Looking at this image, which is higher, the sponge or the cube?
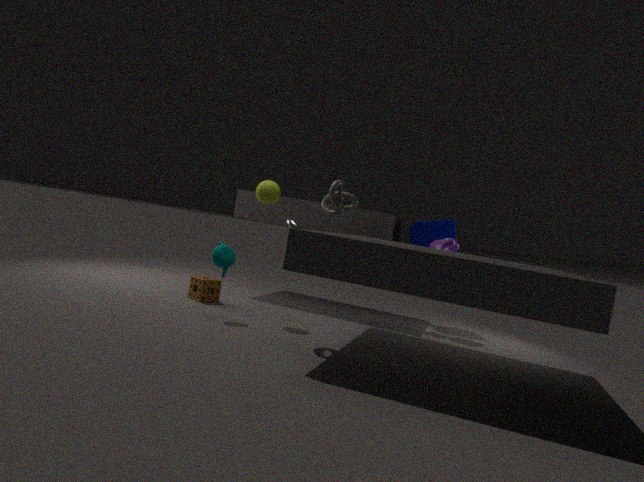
the cube
